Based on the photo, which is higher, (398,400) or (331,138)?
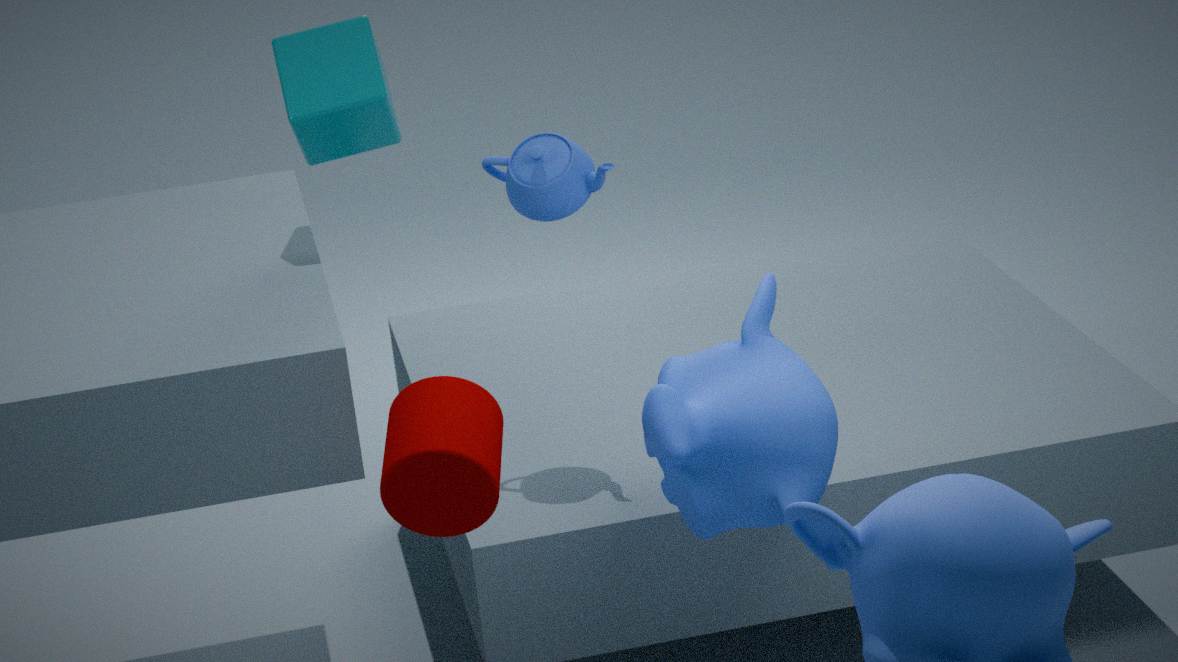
(331,138)
